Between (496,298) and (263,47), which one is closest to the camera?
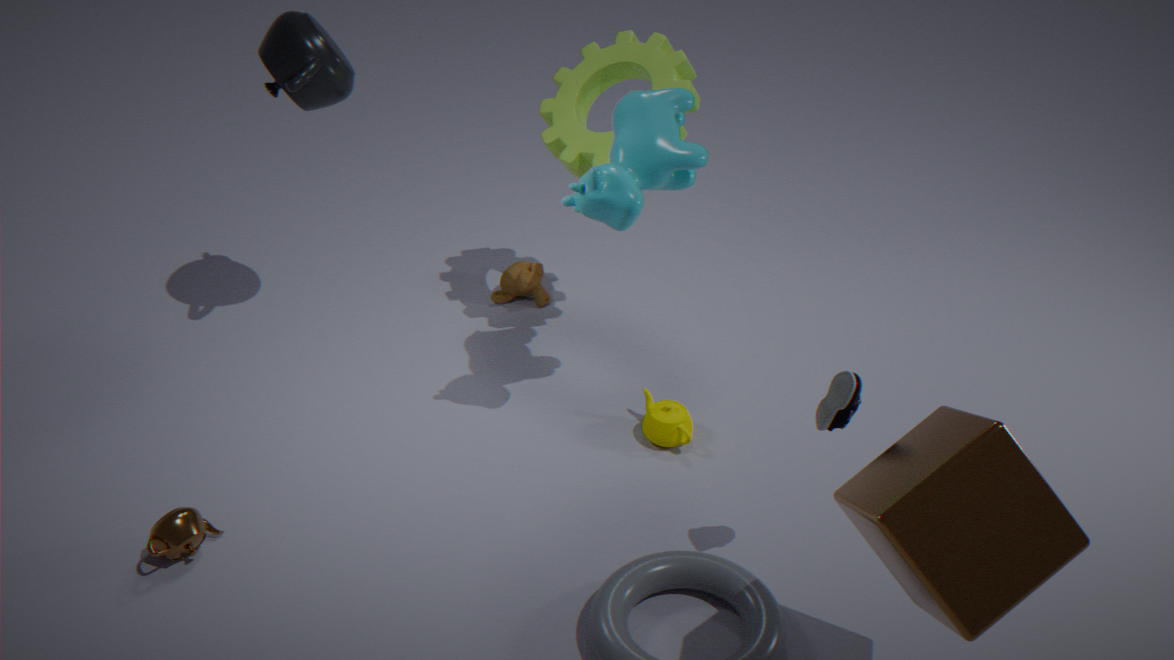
(263,47)
